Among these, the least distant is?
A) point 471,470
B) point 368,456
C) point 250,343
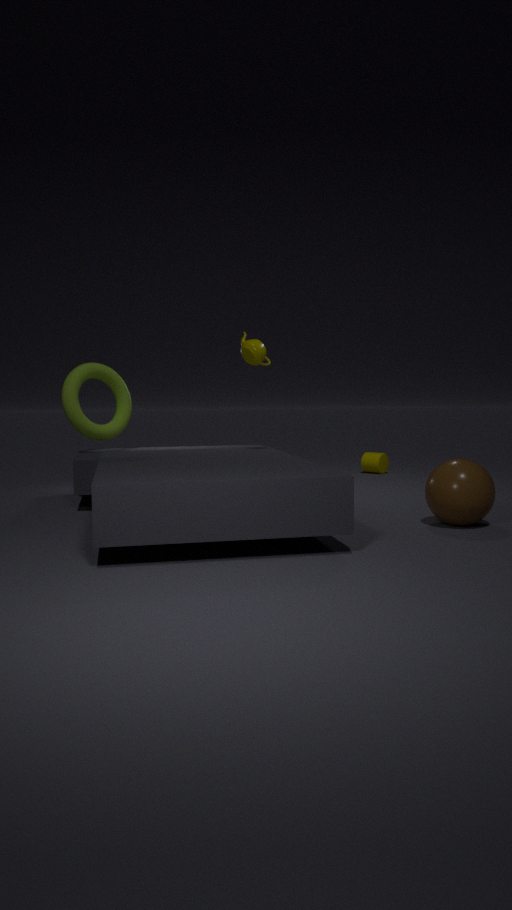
point 471,470
